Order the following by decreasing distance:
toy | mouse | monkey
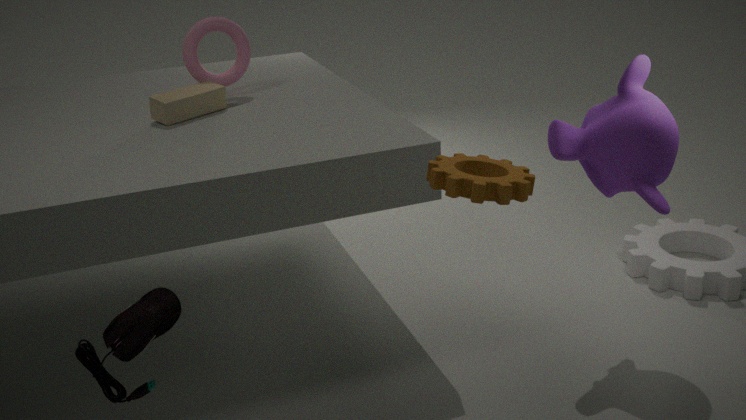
toy
monkey
mouse
